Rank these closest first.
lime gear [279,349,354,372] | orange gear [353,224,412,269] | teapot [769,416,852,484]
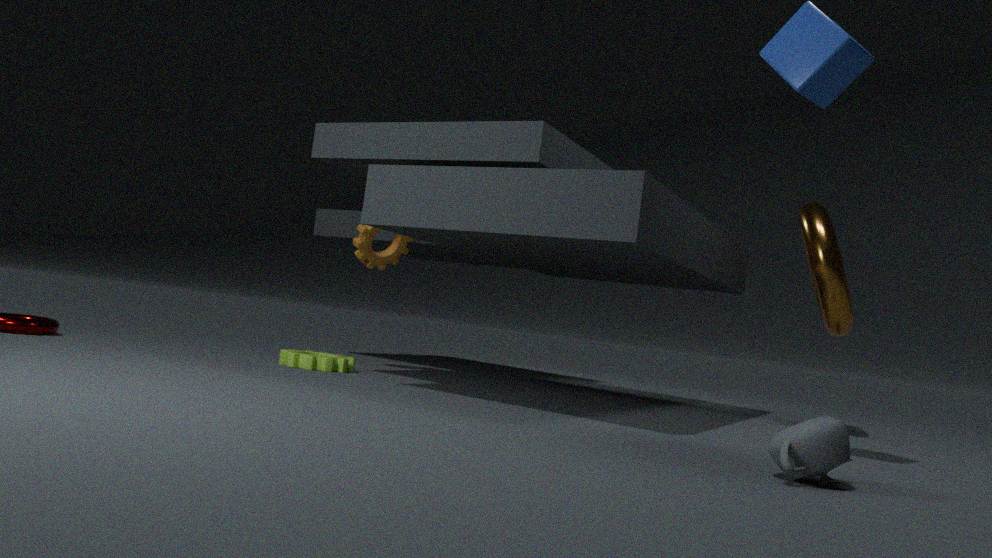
teapot [769,416,852,484]
lime gear [279,349,354,372]
orange gear [353,224,412,269]
